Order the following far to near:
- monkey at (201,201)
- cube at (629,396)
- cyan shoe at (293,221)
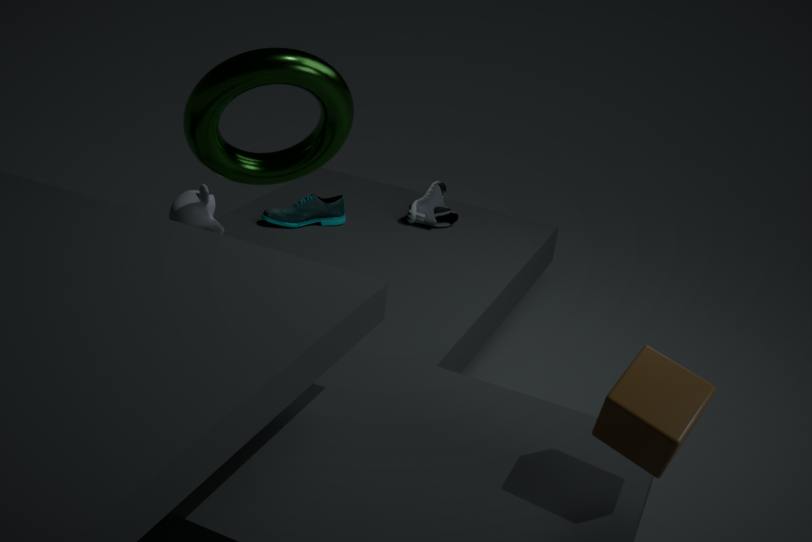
1. cyan shoe at (293,221)
2. monkey at (201,201)
3. cube at (629,396)
